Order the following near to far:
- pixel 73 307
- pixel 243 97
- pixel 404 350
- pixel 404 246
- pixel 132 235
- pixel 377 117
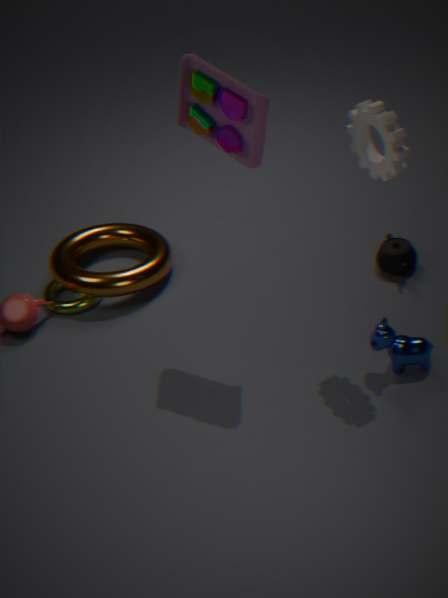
pixel 377 117, pixel 243 97, pixel 404 350, pixel 404 246, pixel 73 307, pixel 132 235
